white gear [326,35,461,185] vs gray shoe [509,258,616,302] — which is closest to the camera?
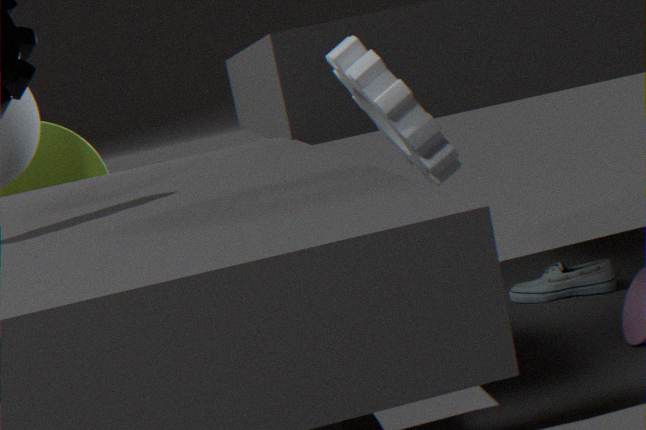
white gear [326,35,461,185]
